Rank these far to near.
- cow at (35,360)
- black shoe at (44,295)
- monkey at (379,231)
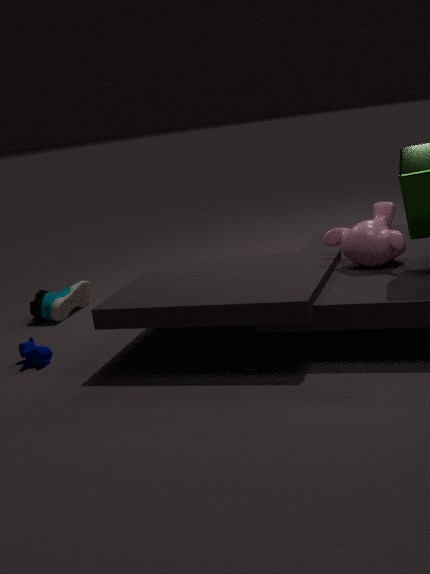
black shoe at (44,295), cow at (35,360), monkey at (379,231)
